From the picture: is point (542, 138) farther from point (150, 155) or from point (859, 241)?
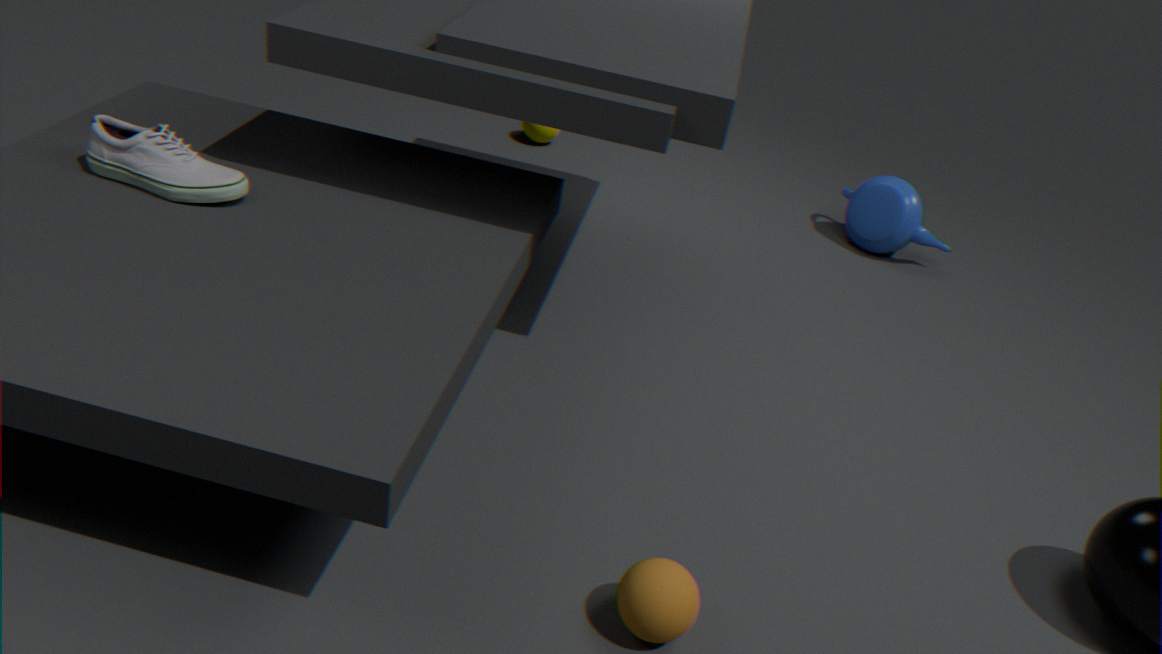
point (150, 155)
